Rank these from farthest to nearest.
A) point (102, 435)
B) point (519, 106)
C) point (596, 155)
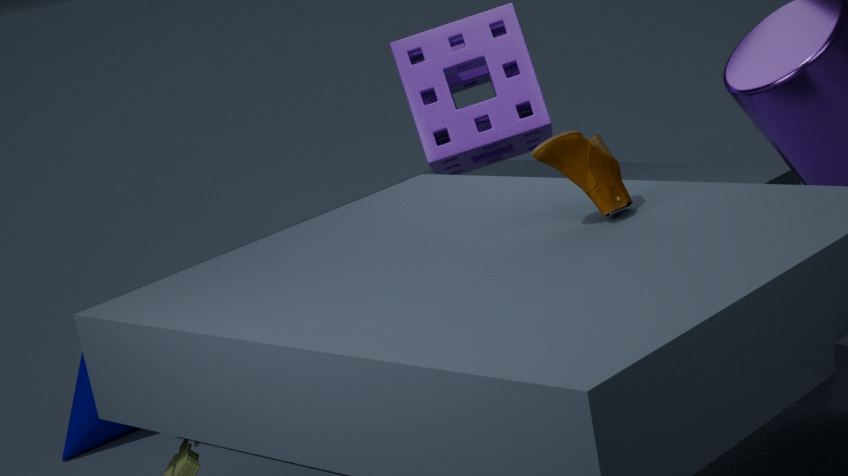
point (102, 435), point (519, 106), point (596, 155)
